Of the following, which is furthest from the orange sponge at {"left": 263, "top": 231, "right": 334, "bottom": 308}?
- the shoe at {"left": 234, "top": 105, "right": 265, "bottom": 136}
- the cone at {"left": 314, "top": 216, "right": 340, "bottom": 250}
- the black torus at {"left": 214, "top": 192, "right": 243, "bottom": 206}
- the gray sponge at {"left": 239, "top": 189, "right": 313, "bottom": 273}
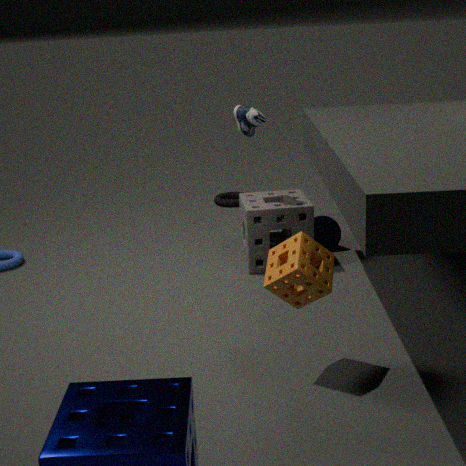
the black torus at {"left": 214, "top": 192, "right": 243, "bottom": 206}
